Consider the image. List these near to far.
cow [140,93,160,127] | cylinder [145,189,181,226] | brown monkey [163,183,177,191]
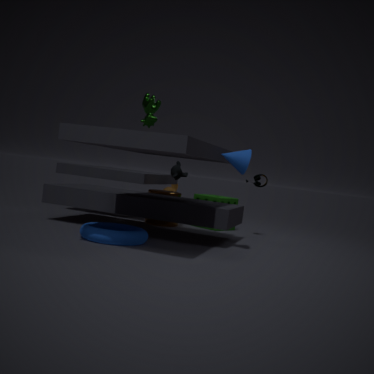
cow [140,93,160,127] → cylinder [145,189,181,226] → brown monkey [163,183,177,191]
